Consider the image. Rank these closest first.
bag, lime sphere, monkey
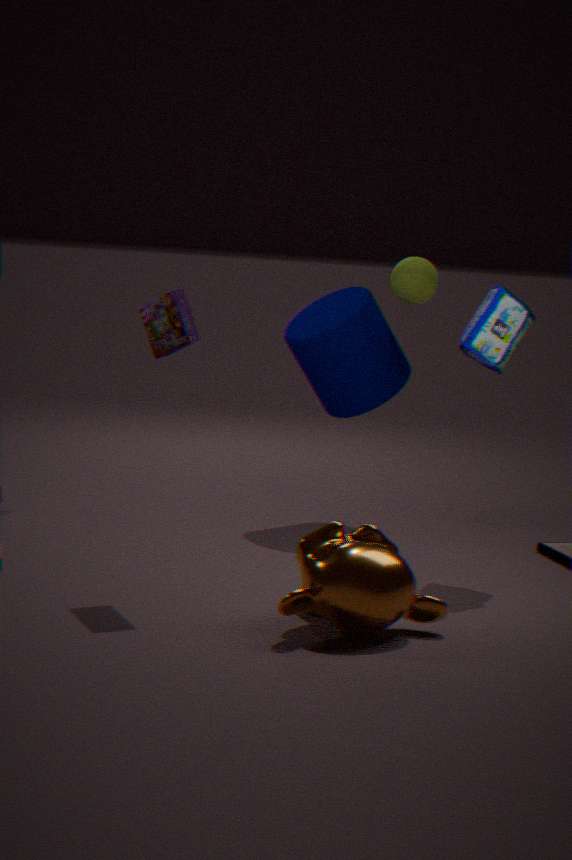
1. monkey
2. bag
3. lime sphere
